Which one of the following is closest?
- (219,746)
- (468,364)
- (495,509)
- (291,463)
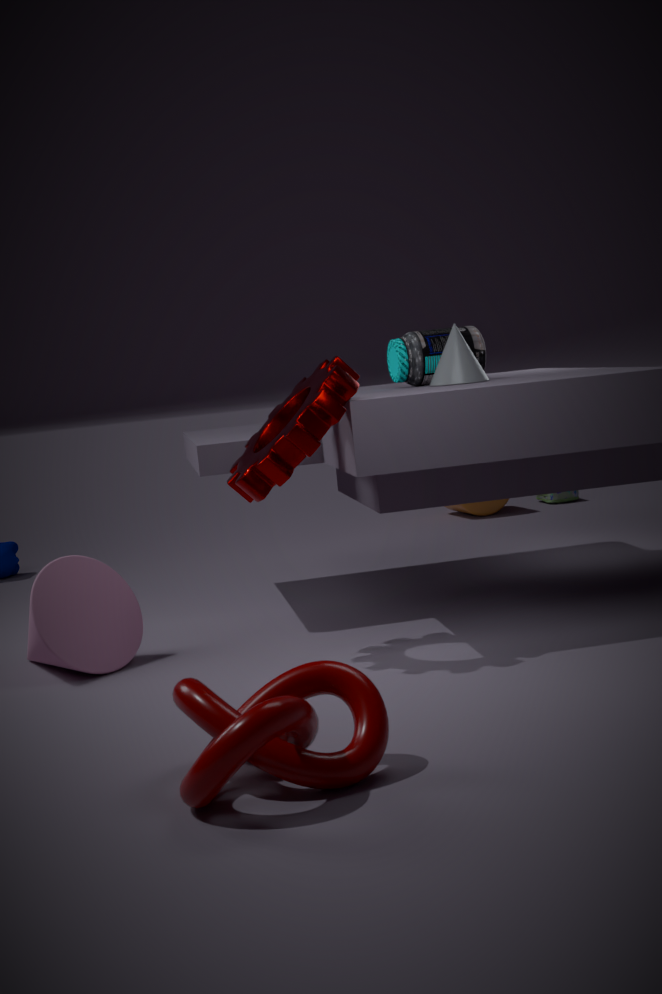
(219,746)
